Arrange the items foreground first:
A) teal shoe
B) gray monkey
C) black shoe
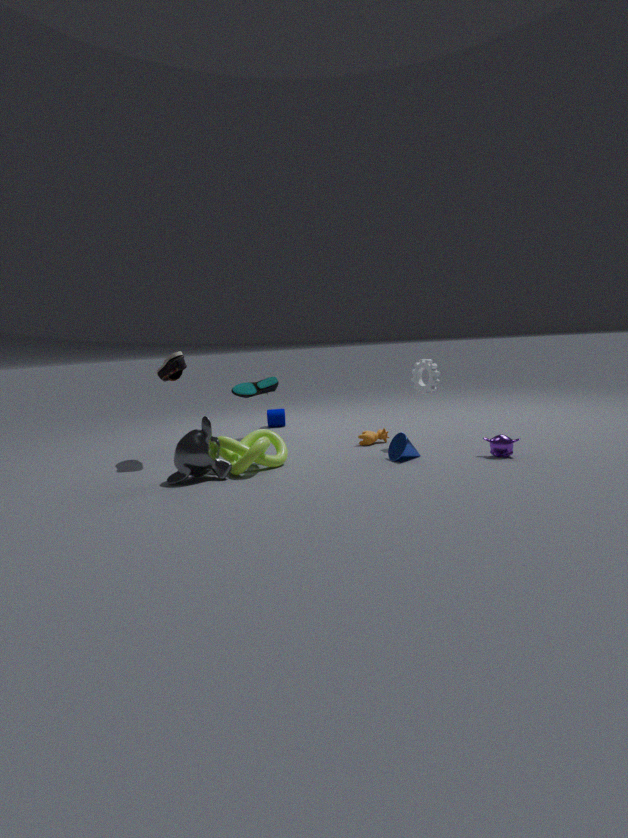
gray monkey → black shoe → teal shoe
